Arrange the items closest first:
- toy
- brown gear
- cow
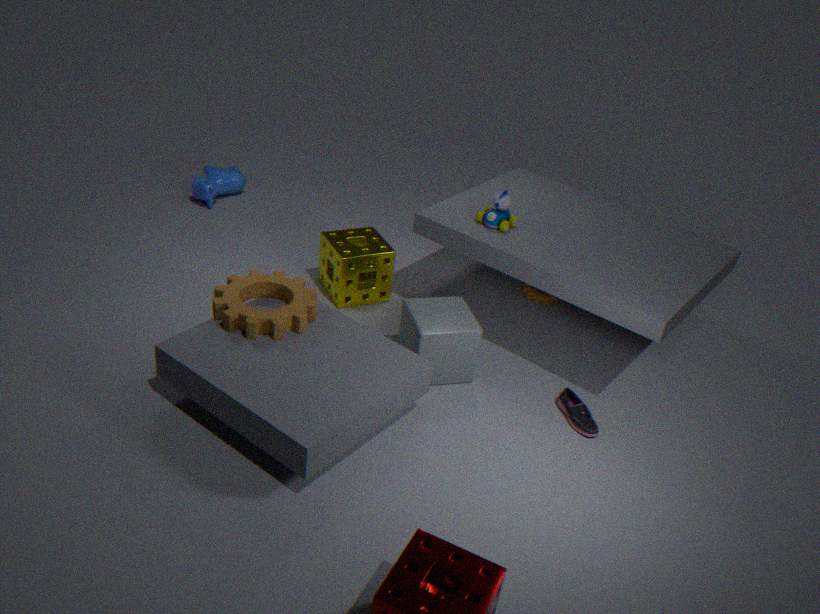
1. brown gear
2. toy
3. cow
